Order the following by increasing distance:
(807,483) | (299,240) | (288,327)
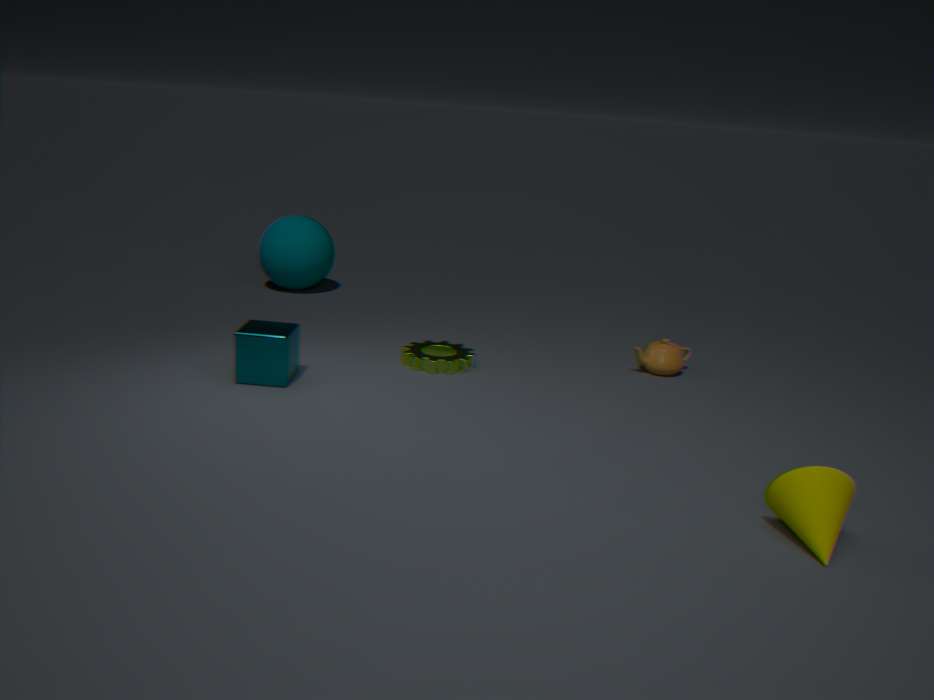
(807,483)
(288,327)
(299,240)
